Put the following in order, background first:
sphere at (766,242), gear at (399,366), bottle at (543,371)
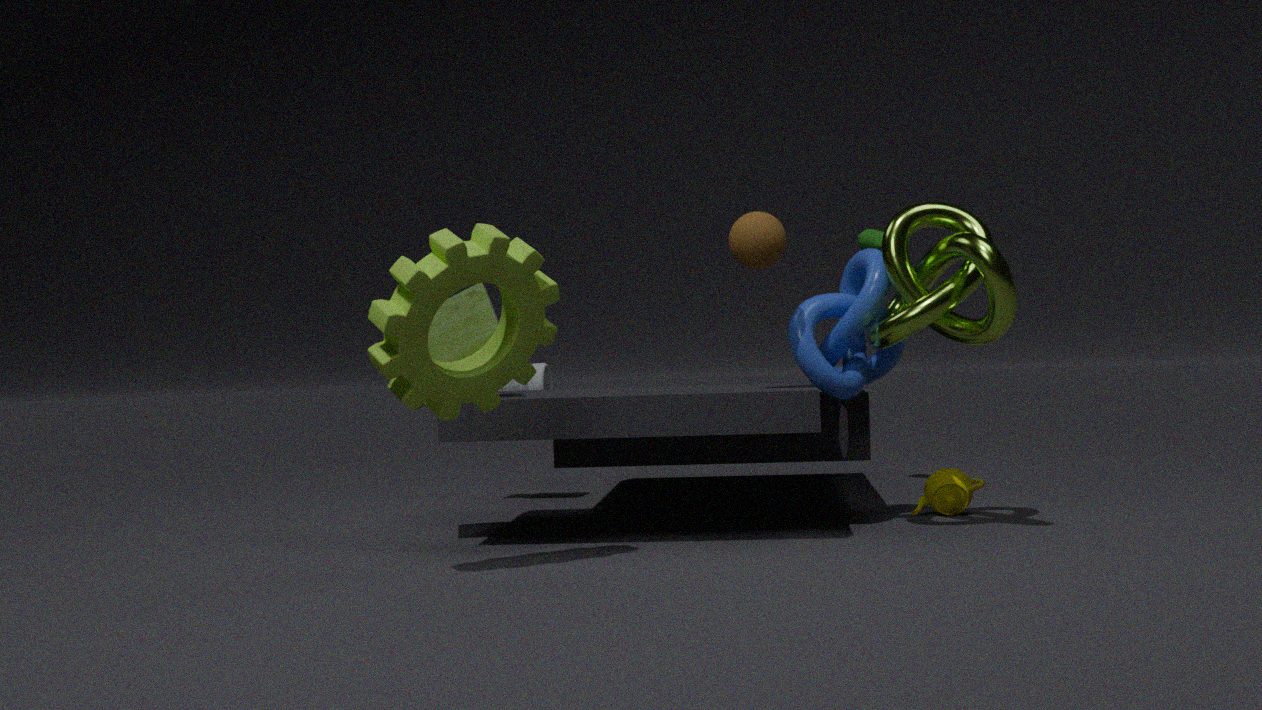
1. bottle at (543,371)
2. sphere at (766,242)
3. gear at (399,366)
